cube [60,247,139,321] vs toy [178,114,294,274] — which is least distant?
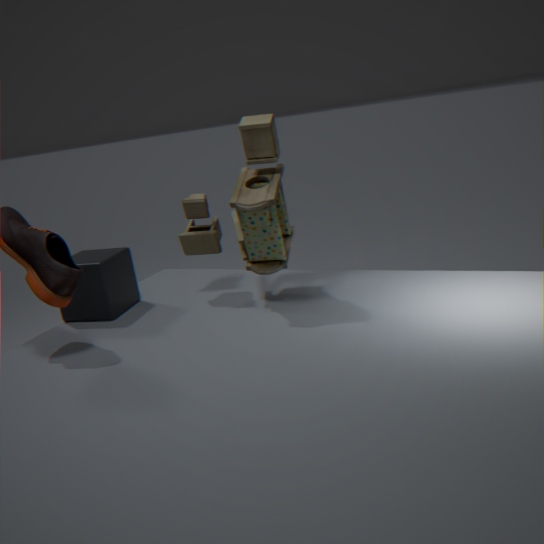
toy [178,114,294,274]
